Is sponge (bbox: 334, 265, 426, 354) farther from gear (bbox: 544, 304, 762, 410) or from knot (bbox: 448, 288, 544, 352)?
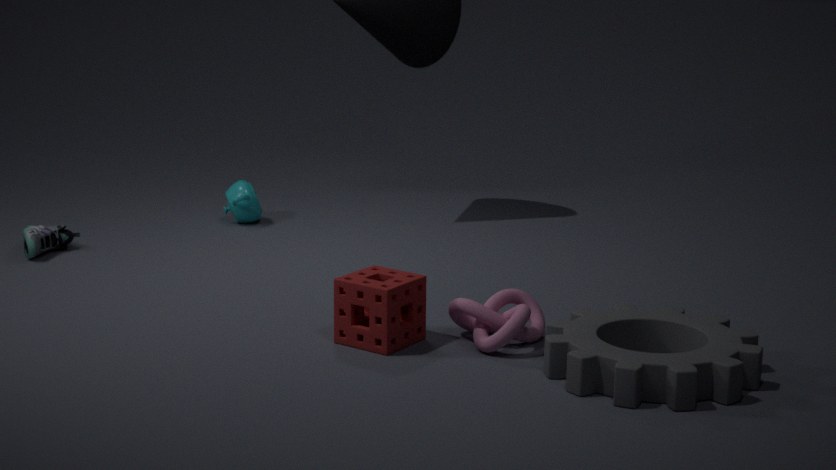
gear (bbox: 544, 304, 762, 410)
